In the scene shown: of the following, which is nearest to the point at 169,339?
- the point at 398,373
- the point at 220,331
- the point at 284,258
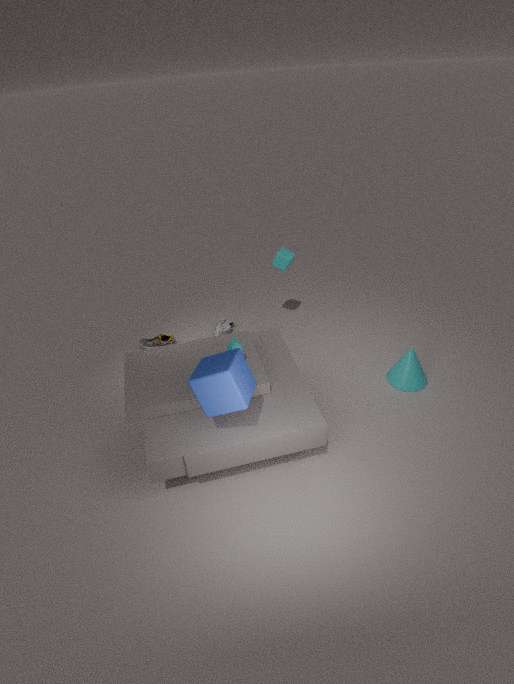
the point at 220,331
